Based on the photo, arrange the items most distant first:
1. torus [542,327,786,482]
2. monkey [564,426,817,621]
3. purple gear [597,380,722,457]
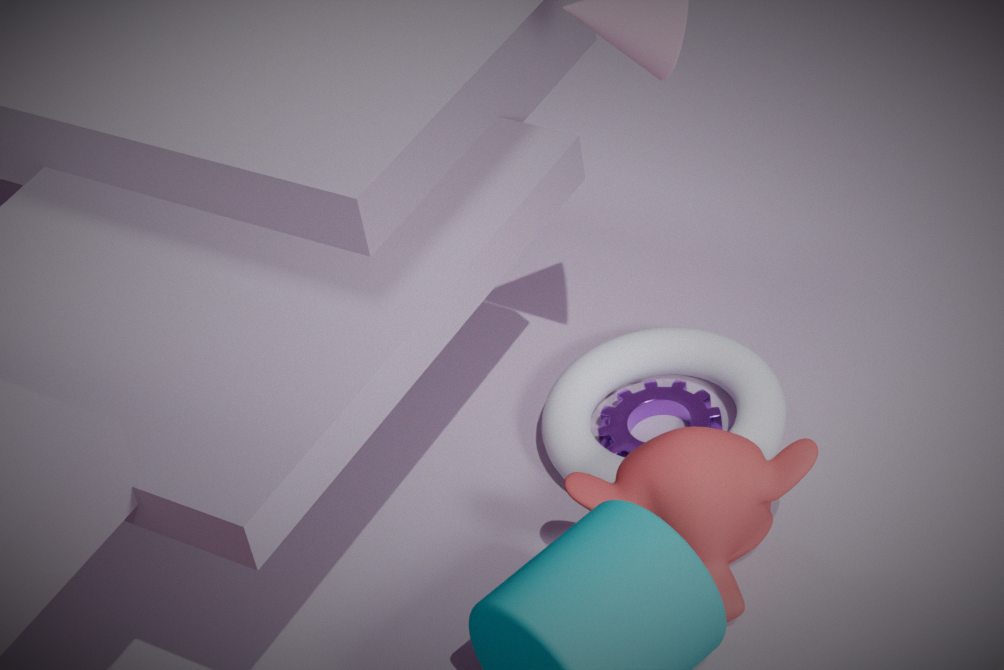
purple gear [597,380,722,457], torus [542,327,786,482], monkey [564,426,817,621]
